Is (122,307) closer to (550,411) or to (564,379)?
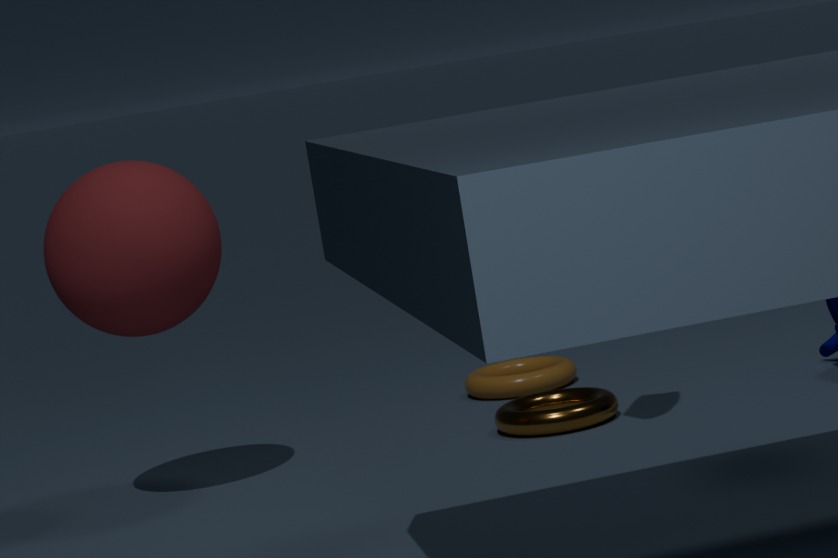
(550,411)
